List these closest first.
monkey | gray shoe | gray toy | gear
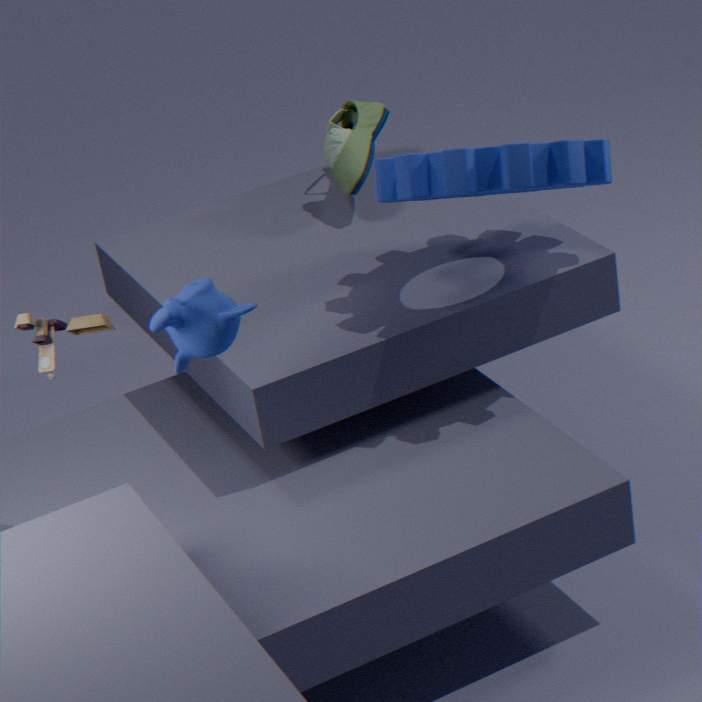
1. monkey
2. gray toy
3. gear
4. gray shoe
